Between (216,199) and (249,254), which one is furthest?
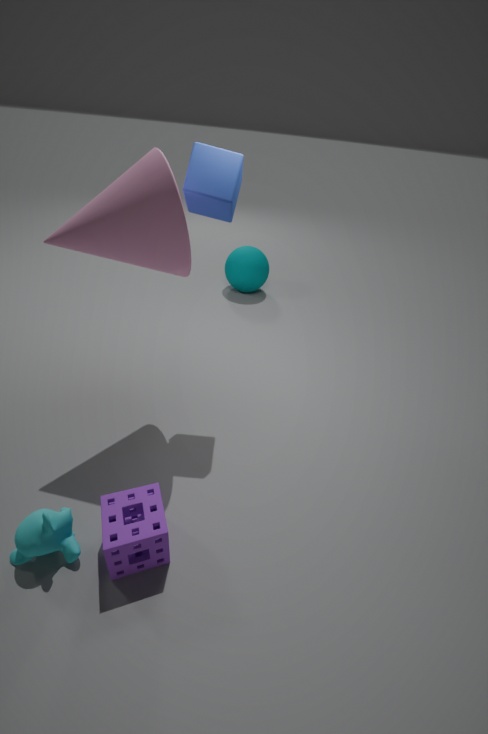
(249,254)
